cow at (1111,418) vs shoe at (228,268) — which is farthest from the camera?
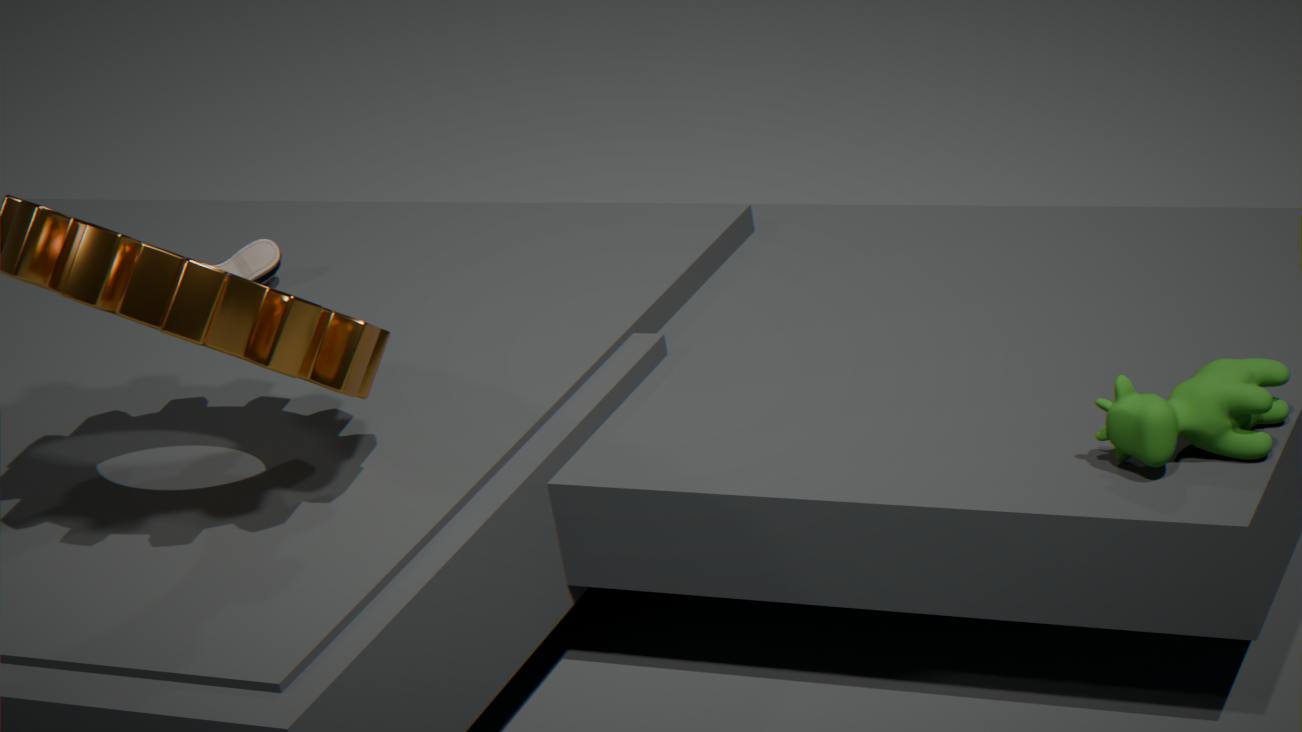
A: shoe at (228,268)
